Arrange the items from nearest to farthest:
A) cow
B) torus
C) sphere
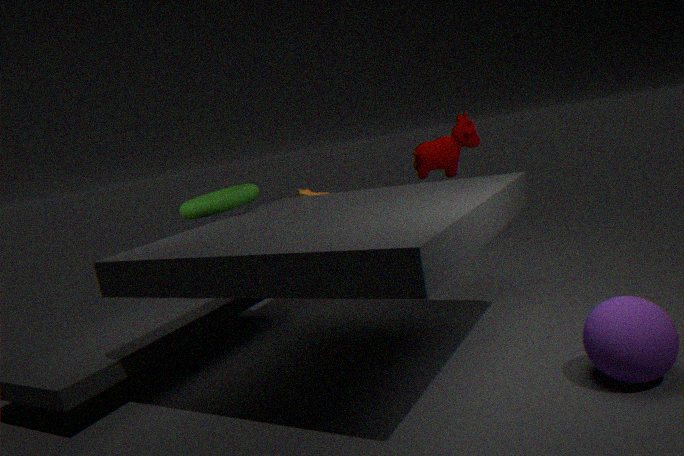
sphere → torus → cow
